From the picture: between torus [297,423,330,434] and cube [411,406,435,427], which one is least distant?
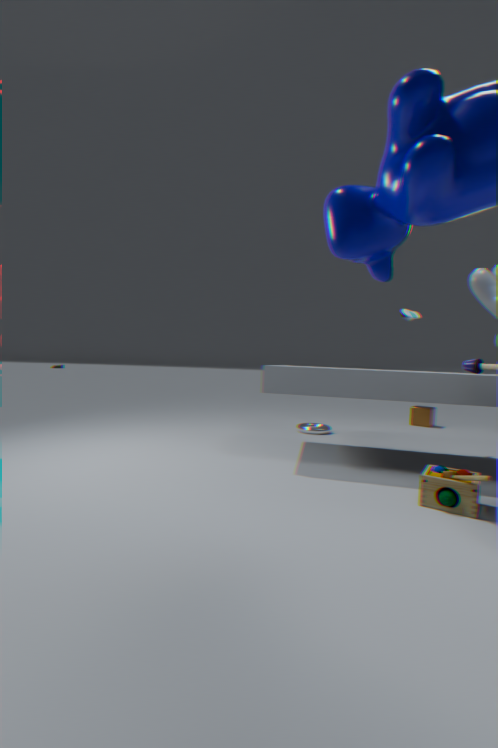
torus [297,423,330,434]
